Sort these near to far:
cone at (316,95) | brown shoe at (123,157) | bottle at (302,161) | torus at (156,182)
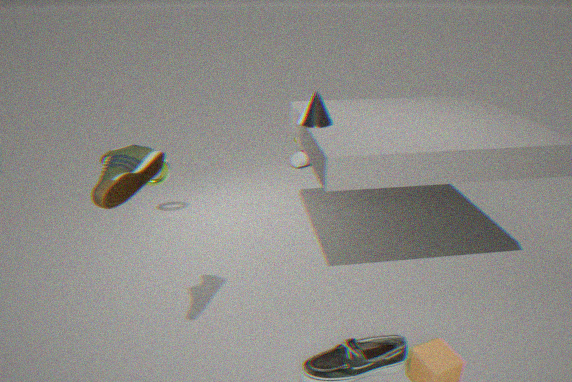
brown shoe at (123,157), cone at (316,95), torus at (156,182), bottle at (302,161)
